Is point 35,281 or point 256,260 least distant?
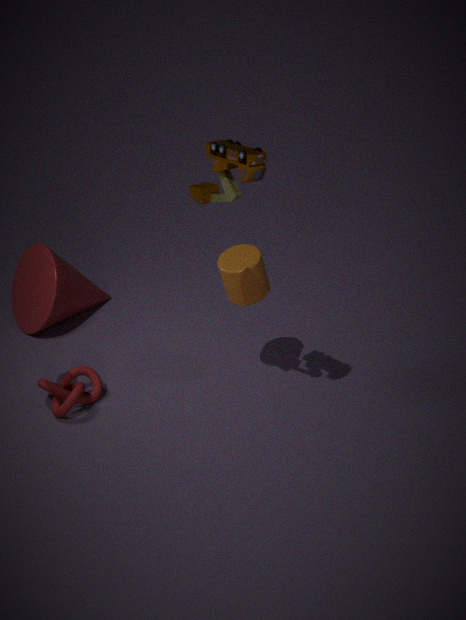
point 256,260
